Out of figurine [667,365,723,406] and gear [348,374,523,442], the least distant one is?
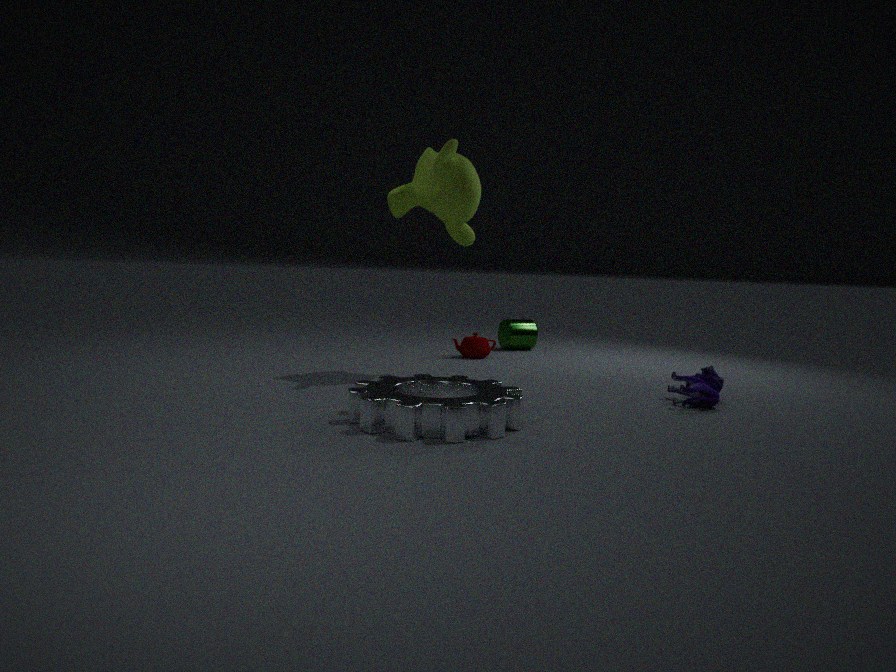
gear [348,374,523,442]
